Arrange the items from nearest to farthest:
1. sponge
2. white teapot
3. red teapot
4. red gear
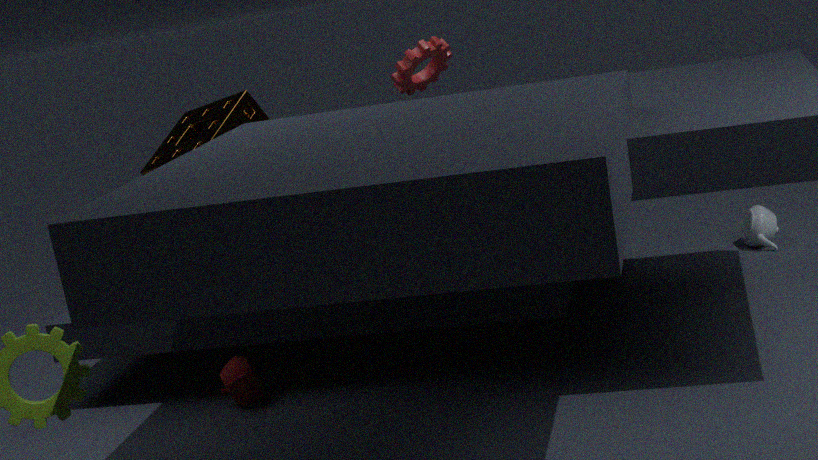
1. red teapot
2. sponge
3. white teapot
4. red gear
